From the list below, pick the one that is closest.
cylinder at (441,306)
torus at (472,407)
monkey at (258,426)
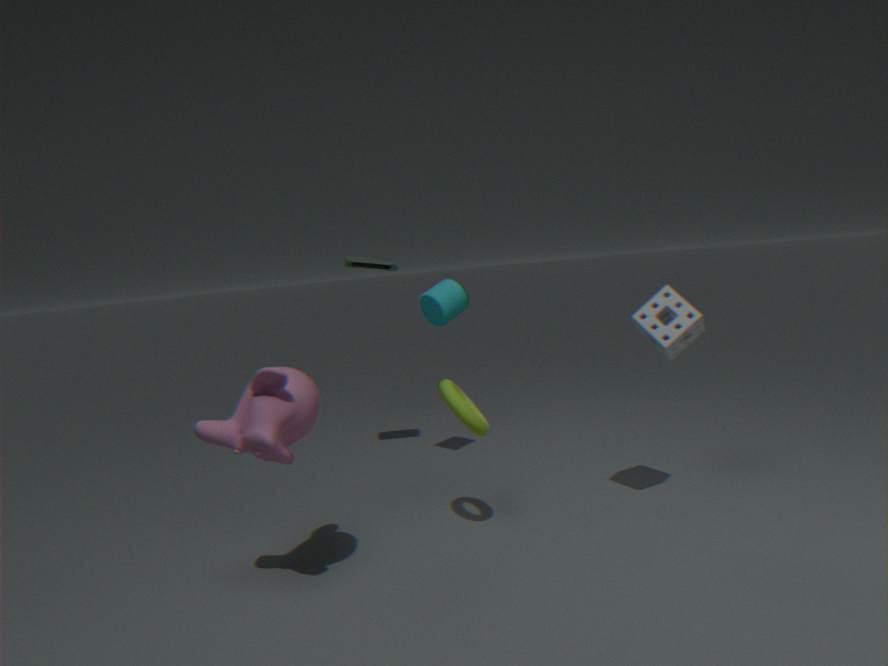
monkey at (258,426)
